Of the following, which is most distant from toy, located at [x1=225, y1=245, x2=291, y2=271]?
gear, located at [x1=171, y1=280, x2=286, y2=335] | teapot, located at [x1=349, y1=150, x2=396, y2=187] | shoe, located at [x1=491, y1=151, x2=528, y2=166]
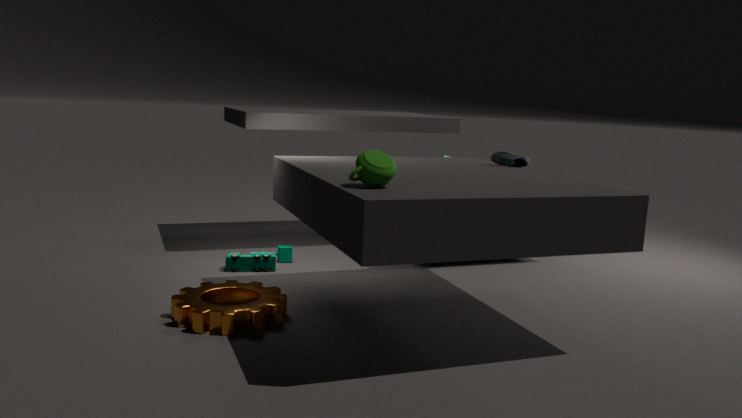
teapot, located at [x1=349, y1=150, x2=396, y2=187]
